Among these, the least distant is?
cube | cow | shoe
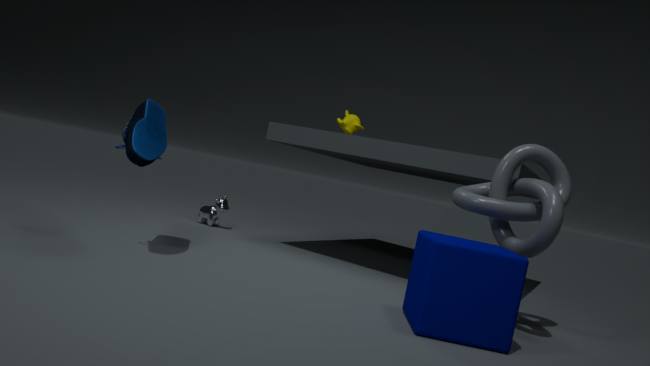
cube
